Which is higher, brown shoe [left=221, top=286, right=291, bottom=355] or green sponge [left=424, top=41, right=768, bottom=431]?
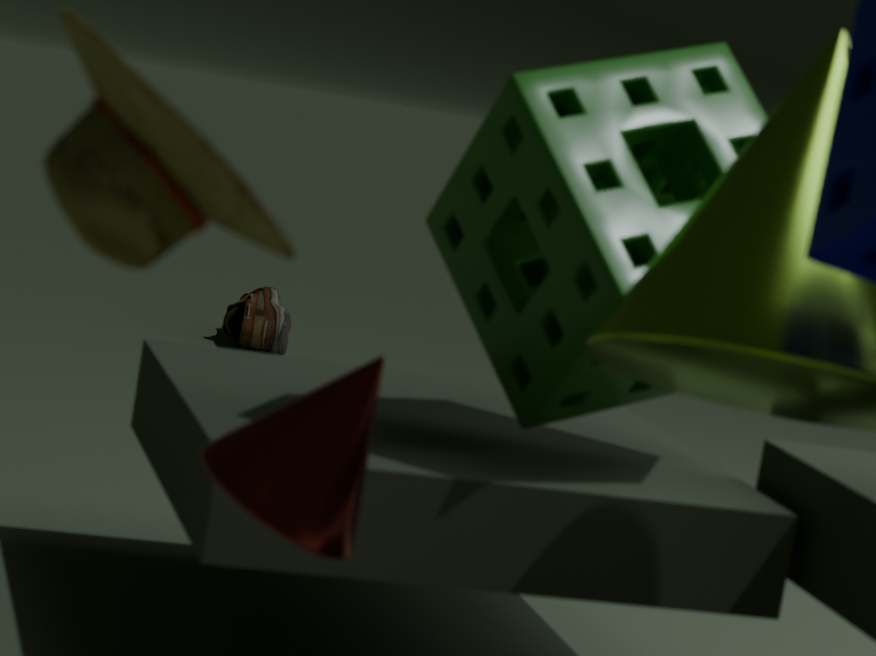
green sponge [left=424, top=41, right=768, bottom=431]
